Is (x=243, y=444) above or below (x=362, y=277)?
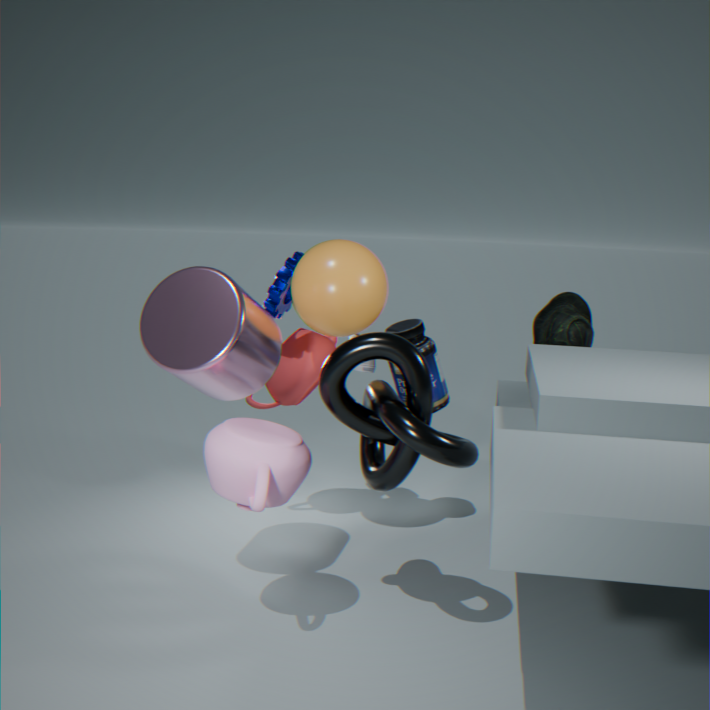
below
